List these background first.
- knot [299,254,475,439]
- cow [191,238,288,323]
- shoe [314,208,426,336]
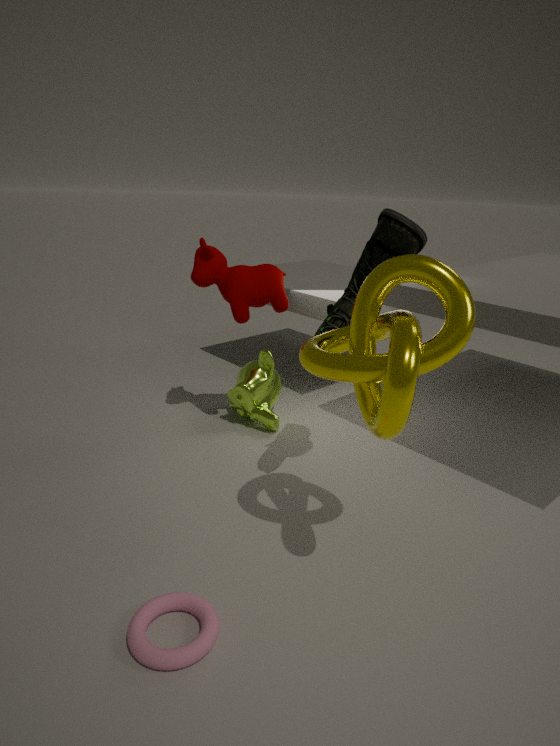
cow [191,238,288,323] → shoe [314,208,426,336] → knot [299,254,475,439]
